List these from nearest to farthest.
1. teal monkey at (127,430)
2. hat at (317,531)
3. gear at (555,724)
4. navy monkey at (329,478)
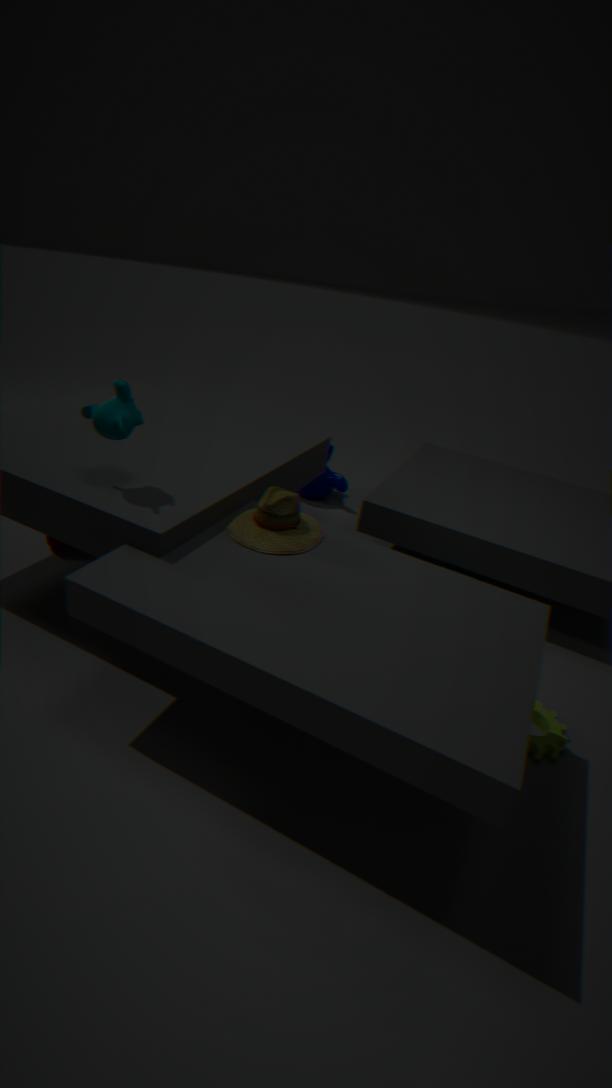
1. teal monkey at (127,430)
2. hat at (317,531)
3. gear at (555,724)
4. navy monkey at (329,478)
